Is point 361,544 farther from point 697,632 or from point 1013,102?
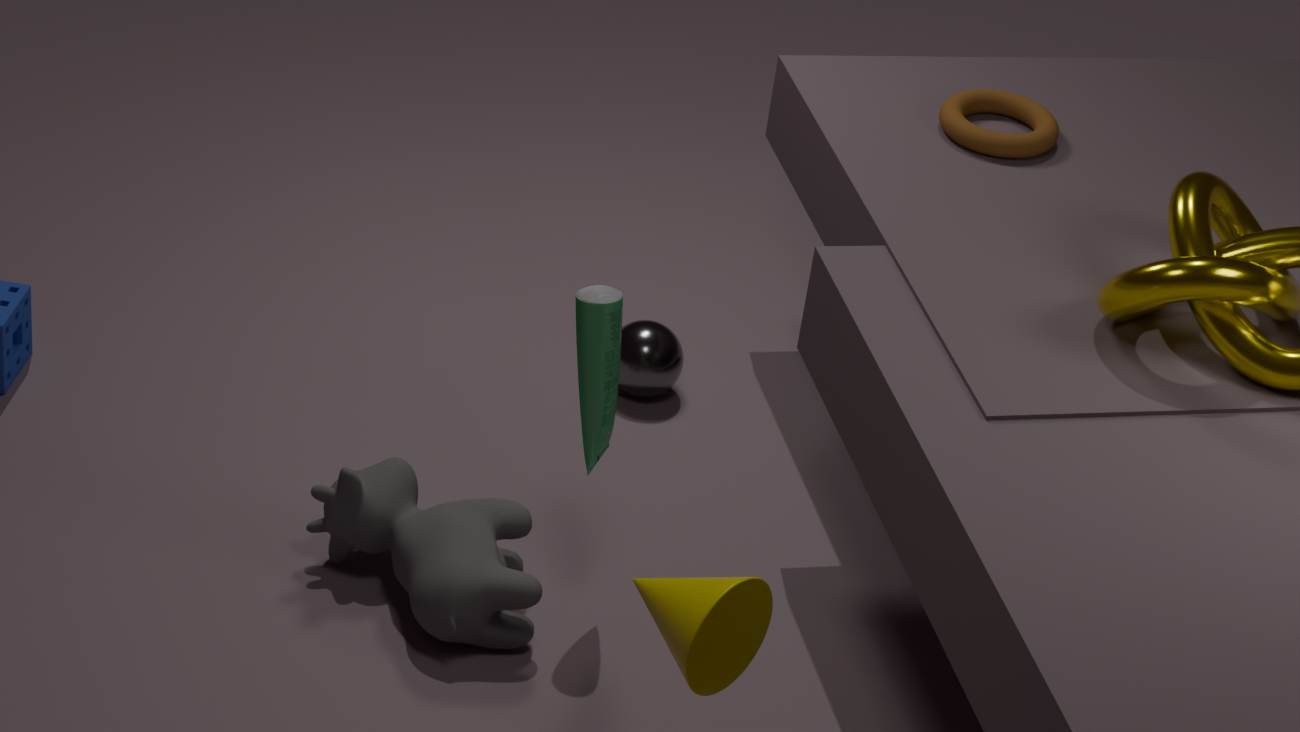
point 1013,102
